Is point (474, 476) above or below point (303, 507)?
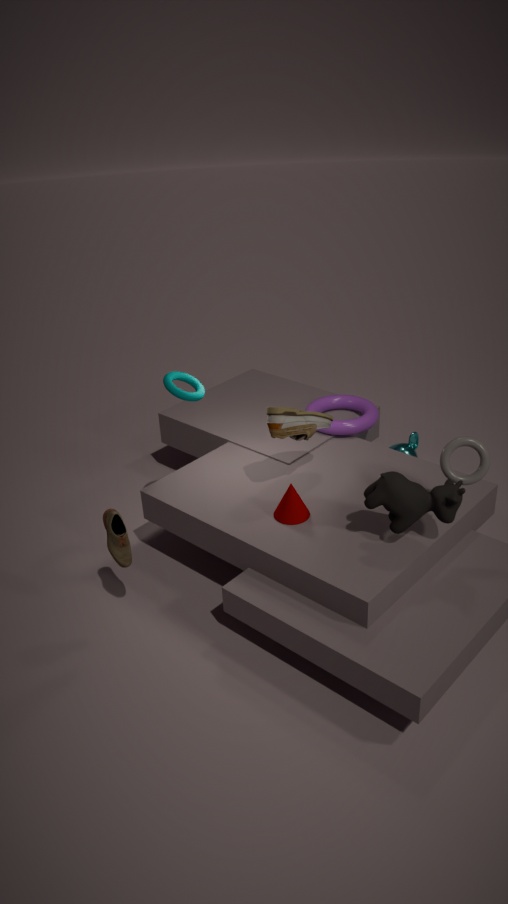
above
